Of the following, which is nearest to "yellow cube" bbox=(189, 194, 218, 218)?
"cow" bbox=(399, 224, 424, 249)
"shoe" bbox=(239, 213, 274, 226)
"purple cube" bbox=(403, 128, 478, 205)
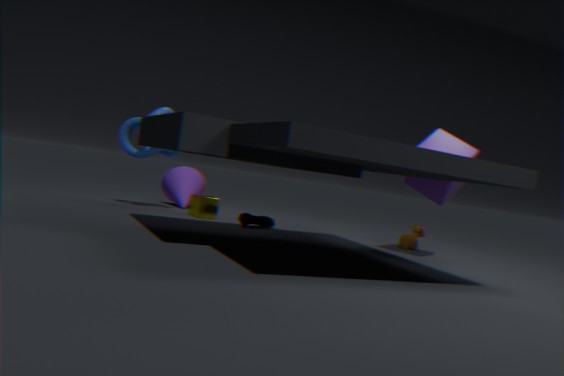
"shoe" bbox=(239, 213, 274, 226)
